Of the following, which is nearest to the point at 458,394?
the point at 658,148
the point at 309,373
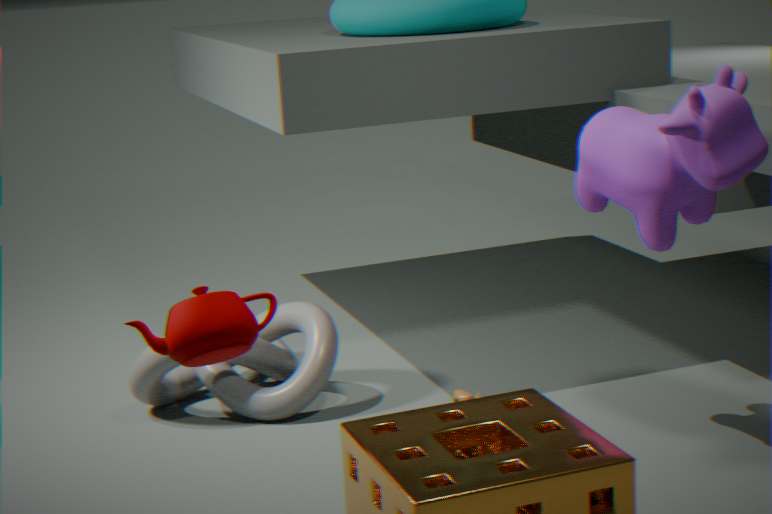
the point at 658,148
